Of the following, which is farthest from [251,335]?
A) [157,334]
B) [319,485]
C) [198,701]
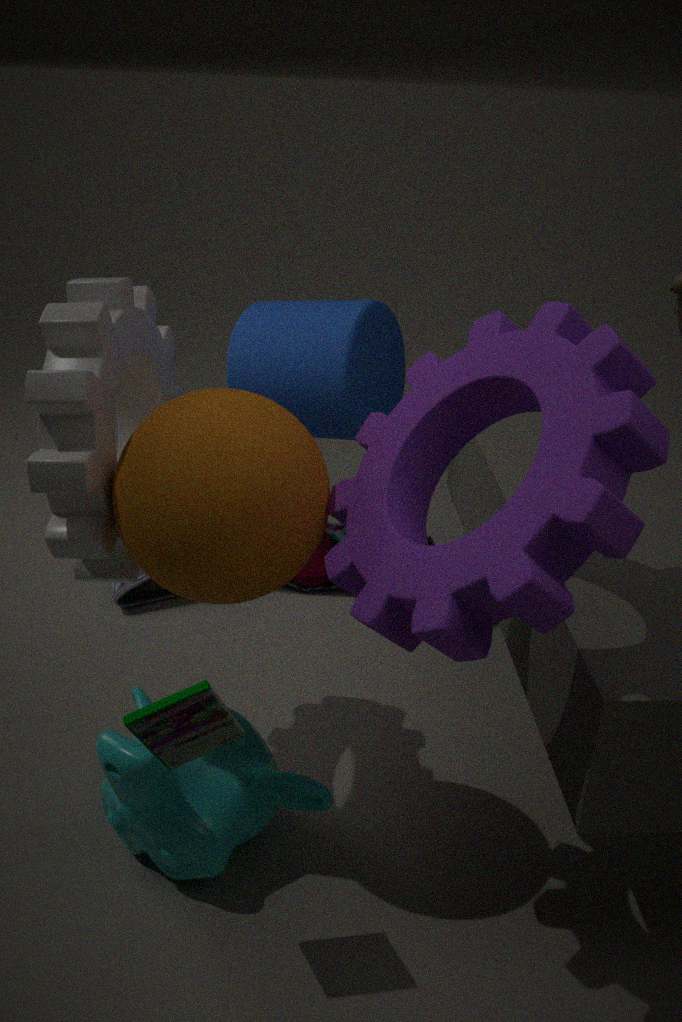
[198,701]
